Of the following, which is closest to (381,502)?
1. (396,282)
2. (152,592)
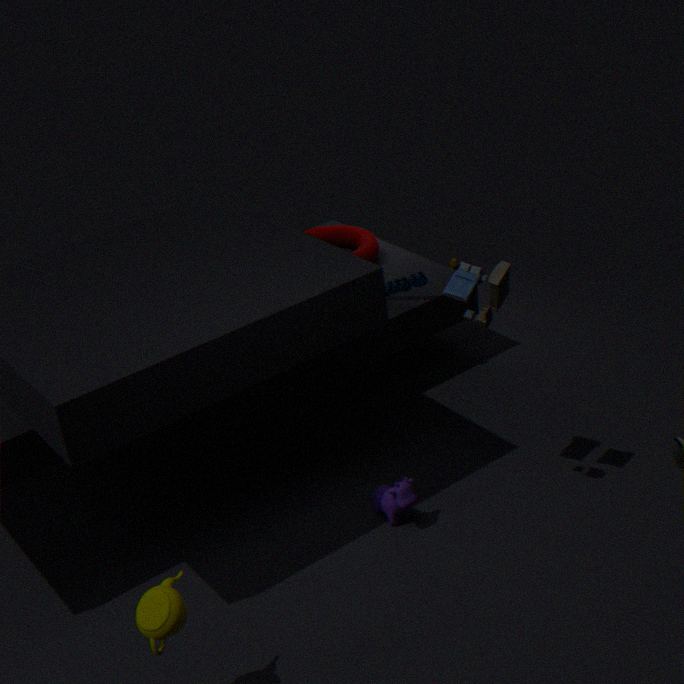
(396,282)
